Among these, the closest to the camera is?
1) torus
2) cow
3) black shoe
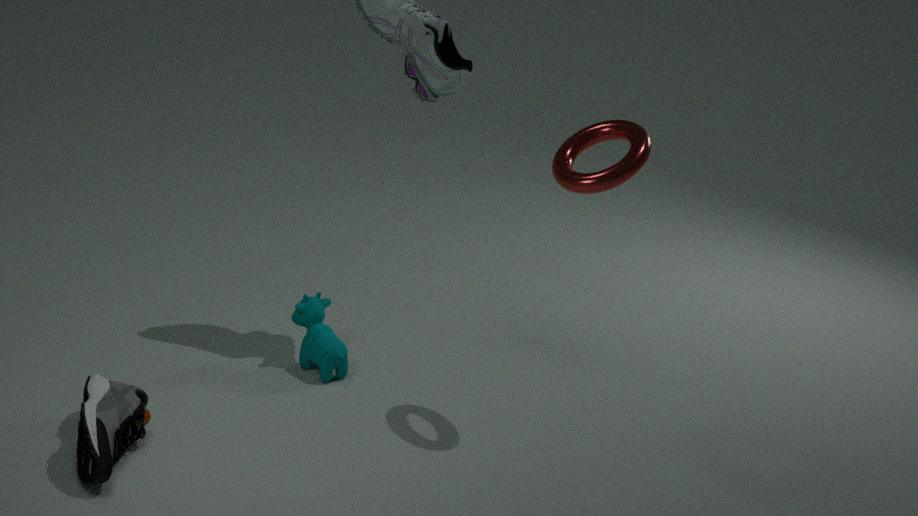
3. black shoe
